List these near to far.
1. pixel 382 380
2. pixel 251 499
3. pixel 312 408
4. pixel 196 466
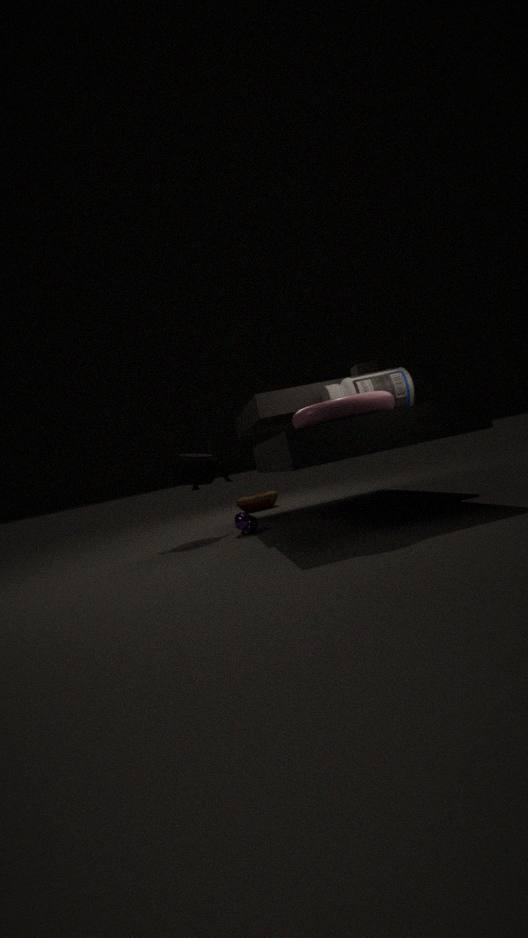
pixel 312 408
pixel 382 380
pixel 196 466
pixel 251 499
